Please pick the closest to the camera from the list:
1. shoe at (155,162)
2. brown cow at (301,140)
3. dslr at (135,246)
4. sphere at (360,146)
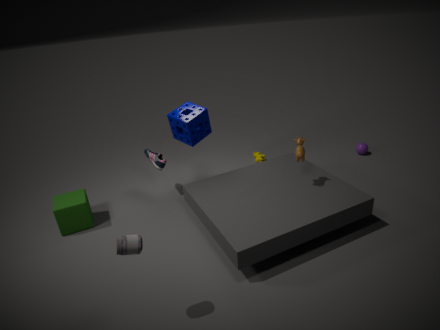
dslr at (135,246)
